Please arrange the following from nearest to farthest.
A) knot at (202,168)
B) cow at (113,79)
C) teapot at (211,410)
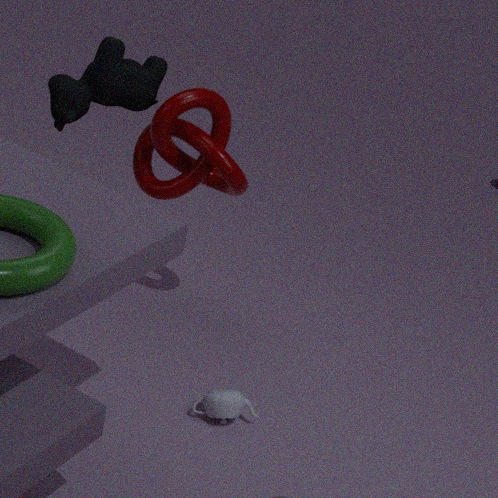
C. teapot at (211,410) → B. cow at (113,79) → A. knot at (202,168)
